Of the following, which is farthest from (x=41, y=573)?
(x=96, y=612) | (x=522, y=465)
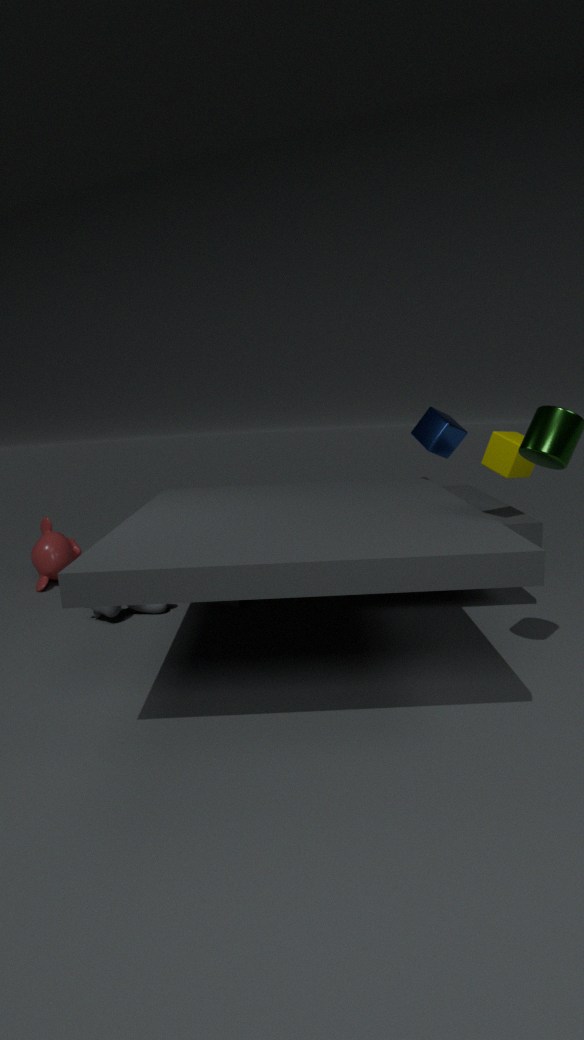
(x=522, y=465)
